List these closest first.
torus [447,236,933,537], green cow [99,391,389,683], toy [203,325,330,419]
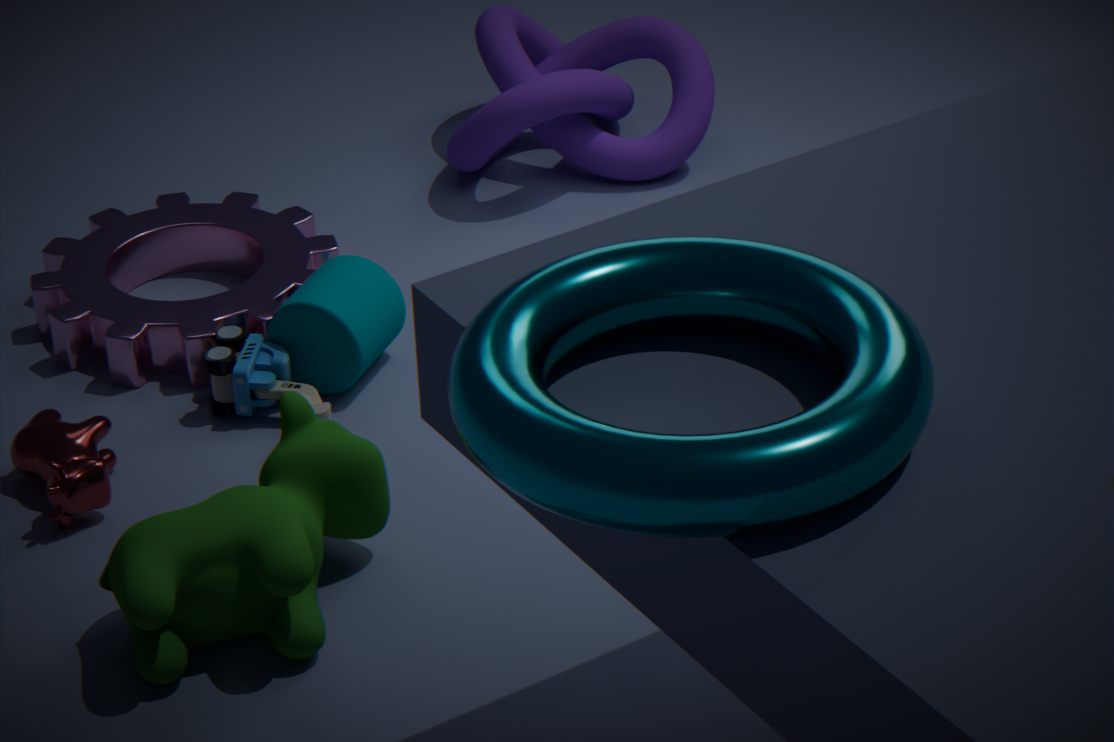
torus [447,236,933,537]
green cow [99,391,389,683]
toy [203,325,330,419]
